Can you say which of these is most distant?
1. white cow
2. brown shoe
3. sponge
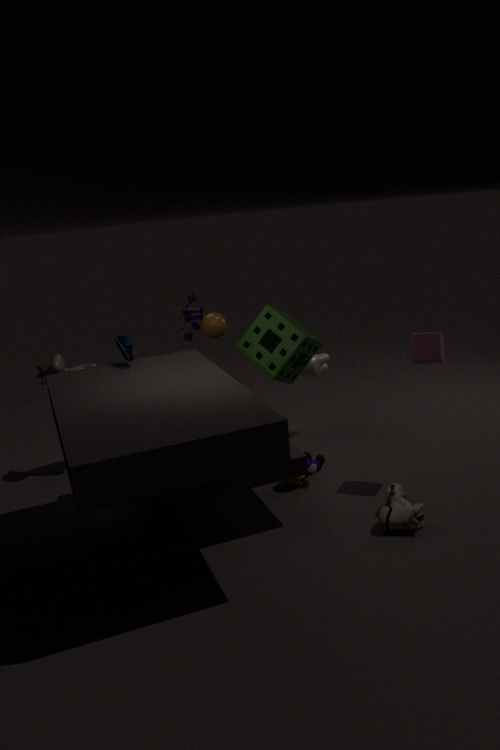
white cow
